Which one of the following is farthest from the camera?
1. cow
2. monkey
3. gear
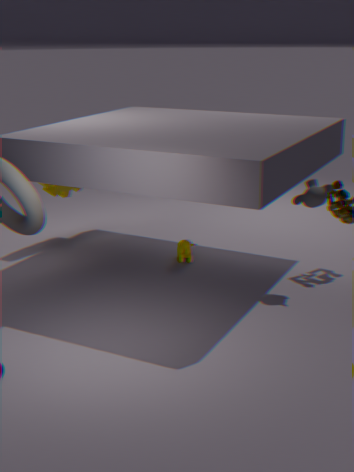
gear
